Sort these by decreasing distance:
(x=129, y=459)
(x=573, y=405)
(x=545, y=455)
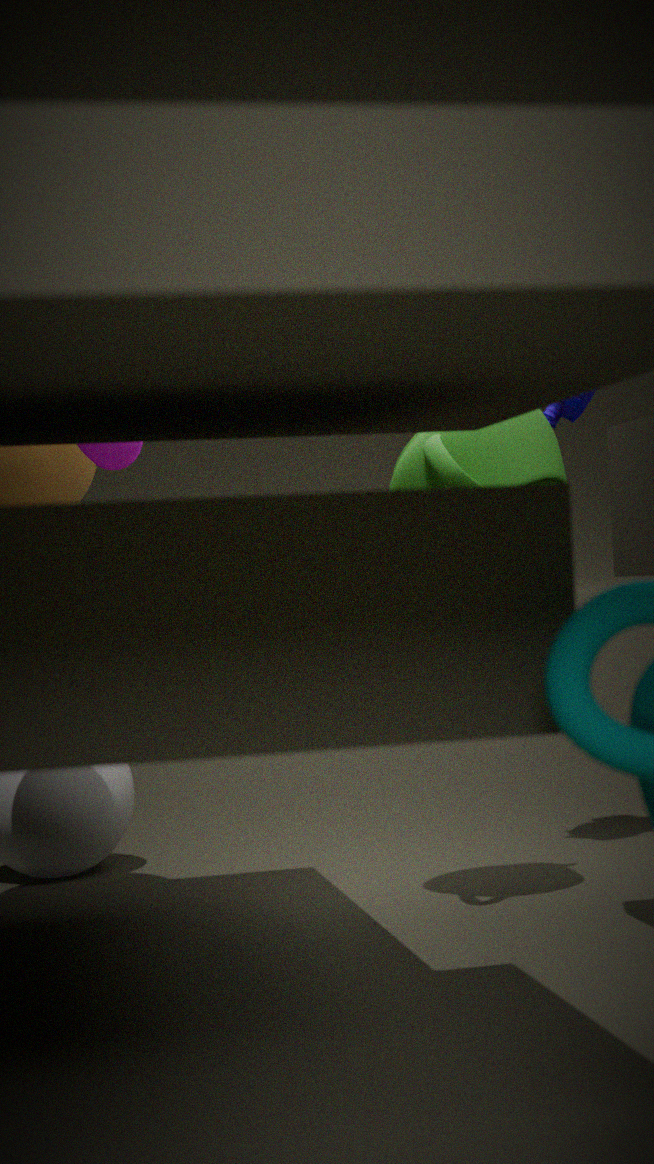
(x=573, y=405), (x=545, y=455), (x=129, y=459)
